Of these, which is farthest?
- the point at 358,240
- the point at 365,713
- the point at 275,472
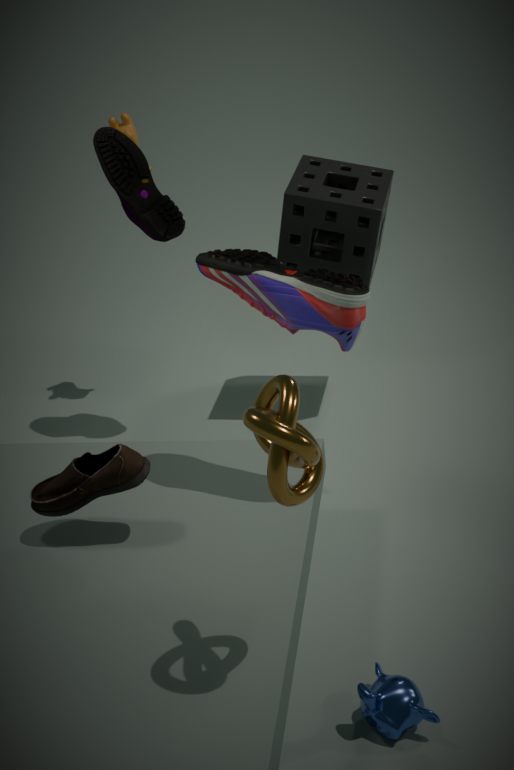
the point at 358,240
